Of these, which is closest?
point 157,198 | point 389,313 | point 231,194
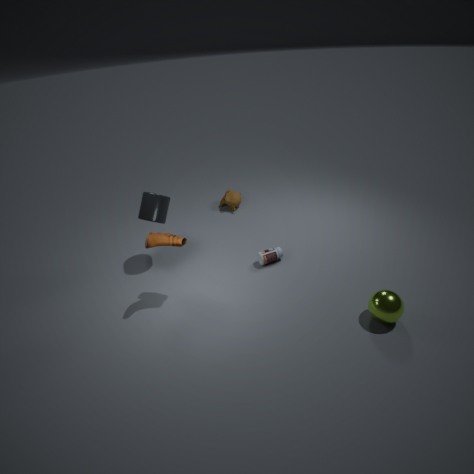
point 389,313
